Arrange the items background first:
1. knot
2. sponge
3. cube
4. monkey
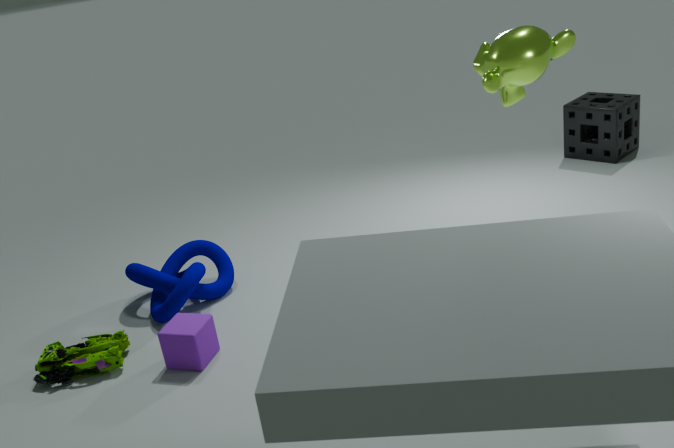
sponge < knot < monkey < cube
